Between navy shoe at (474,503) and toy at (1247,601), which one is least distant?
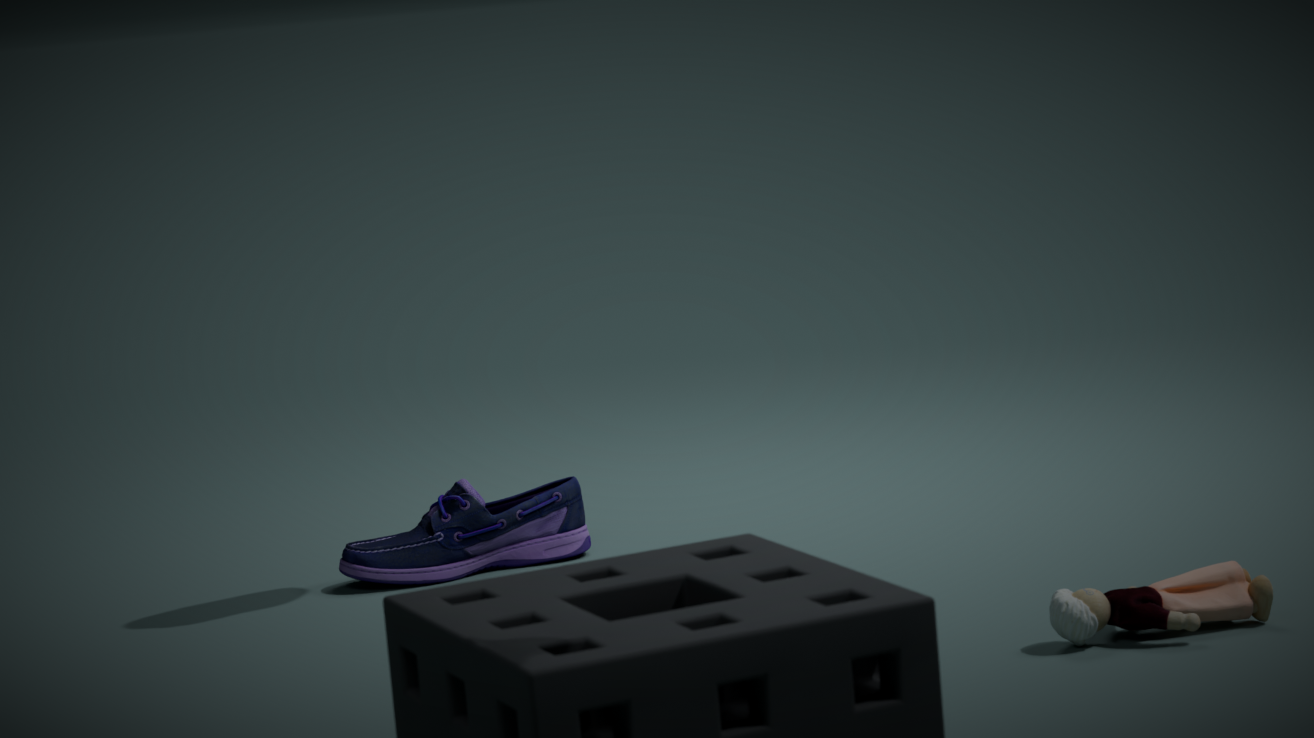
toy at (1247,601)
